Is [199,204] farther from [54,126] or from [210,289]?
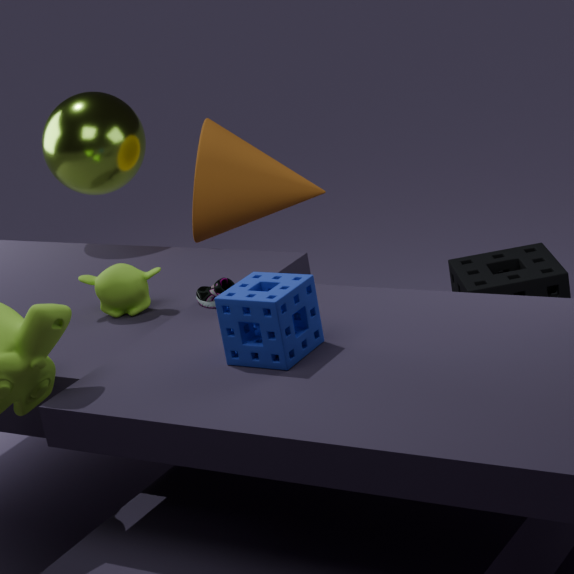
[210,289]
